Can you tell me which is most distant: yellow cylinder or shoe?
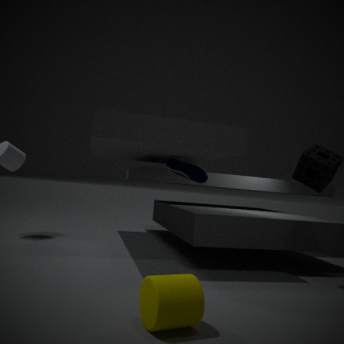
shoe
